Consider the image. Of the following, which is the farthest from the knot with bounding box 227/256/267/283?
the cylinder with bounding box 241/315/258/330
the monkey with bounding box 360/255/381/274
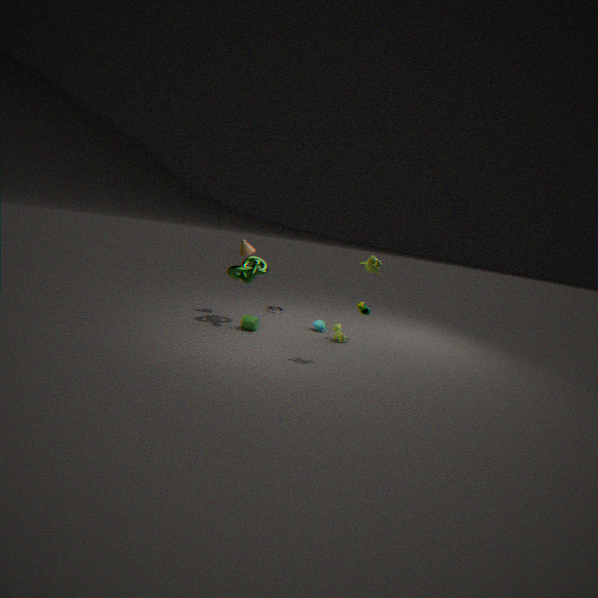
the monkey with bounding box 360/255/381/274
